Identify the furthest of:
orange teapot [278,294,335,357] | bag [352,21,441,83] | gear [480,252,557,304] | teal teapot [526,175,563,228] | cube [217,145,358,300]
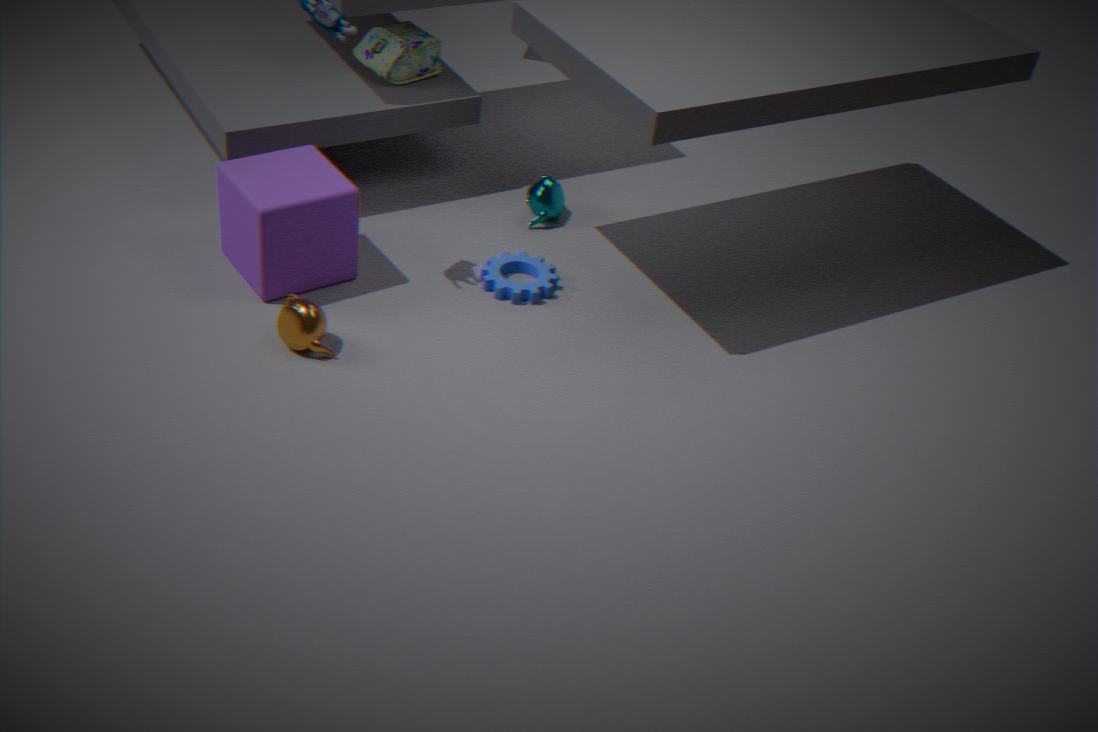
teal teapot [526,175,563,228]
